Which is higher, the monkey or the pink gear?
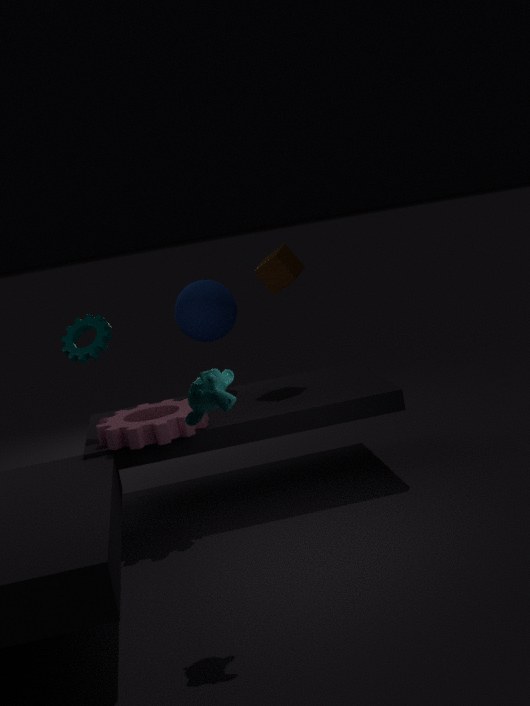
the monkey
